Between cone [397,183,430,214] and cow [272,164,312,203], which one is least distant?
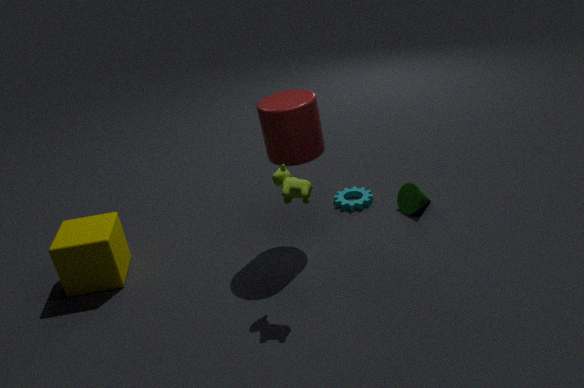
cow [272,164,312,203]
